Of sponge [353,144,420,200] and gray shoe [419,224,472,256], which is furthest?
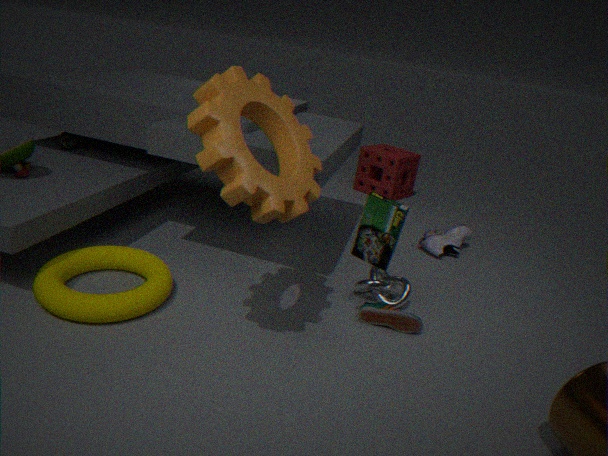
sponge [353,144,420,200]
